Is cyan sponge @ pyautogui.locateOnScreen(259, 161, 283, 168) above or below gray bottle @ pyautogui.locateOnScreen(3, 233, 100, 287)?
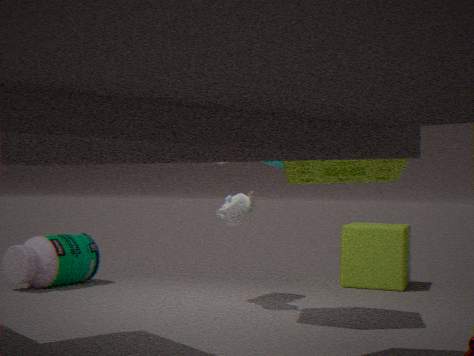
above
